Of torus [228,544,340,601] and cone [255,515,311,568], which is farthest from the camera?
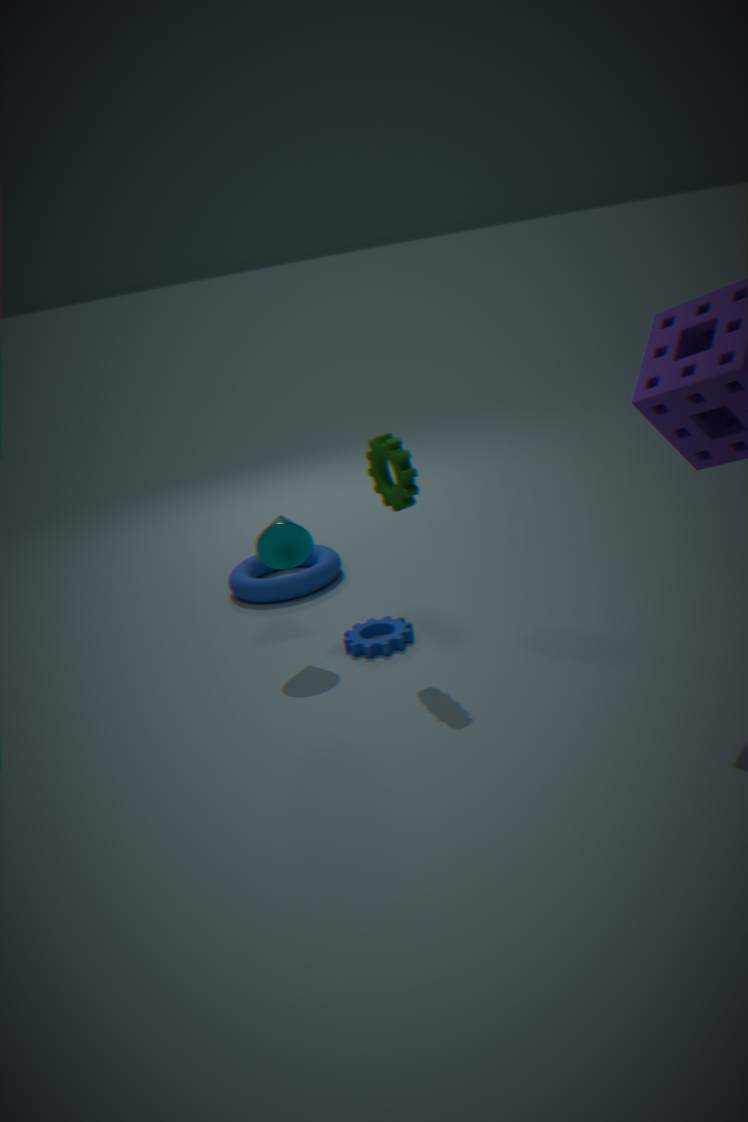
torus [228,544,340,601]
